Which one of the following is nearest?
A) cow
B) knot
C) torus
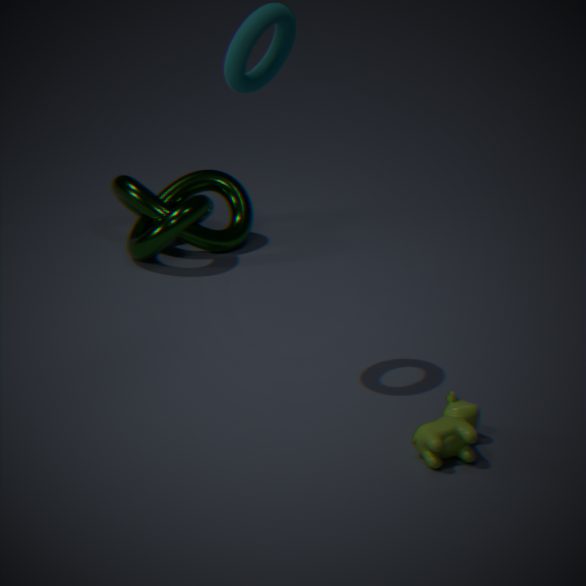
cow
